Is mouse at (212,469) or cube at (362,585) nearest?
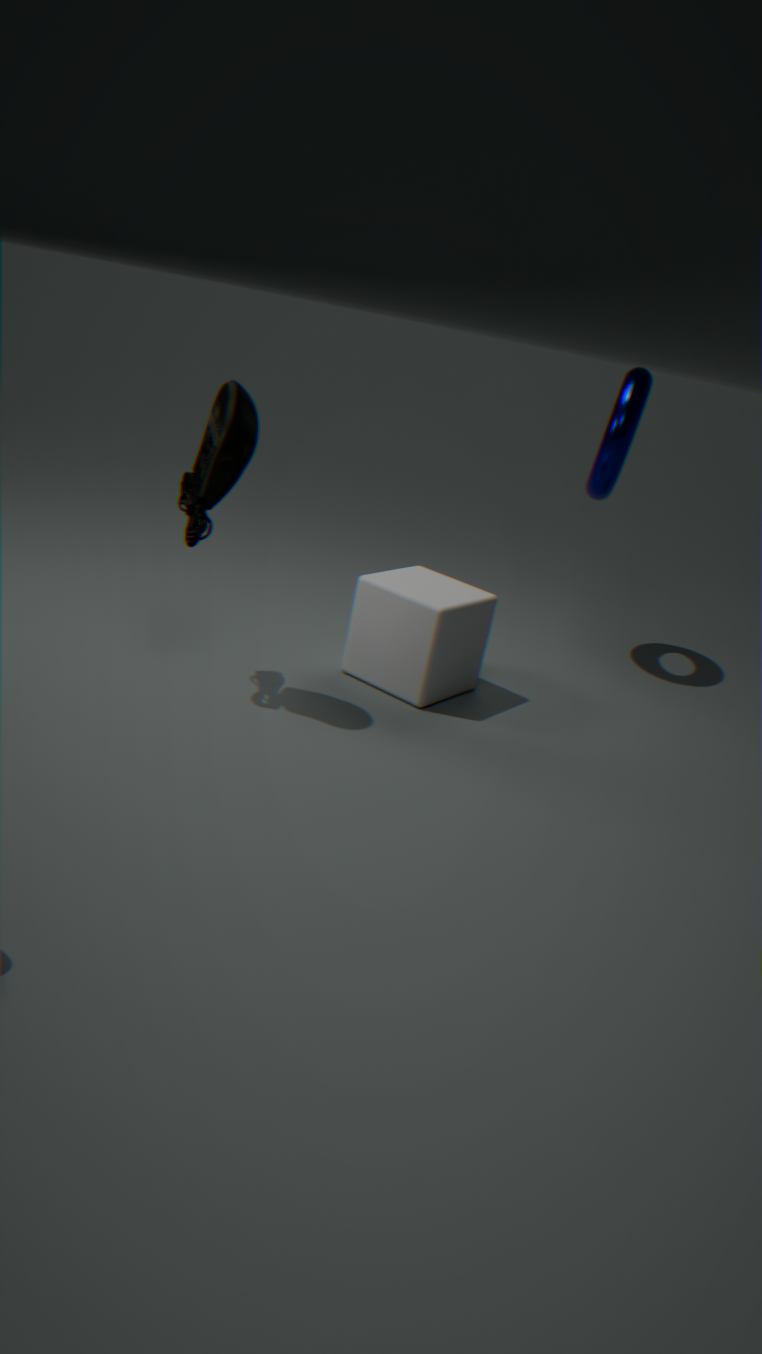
mouse at (212,469)
